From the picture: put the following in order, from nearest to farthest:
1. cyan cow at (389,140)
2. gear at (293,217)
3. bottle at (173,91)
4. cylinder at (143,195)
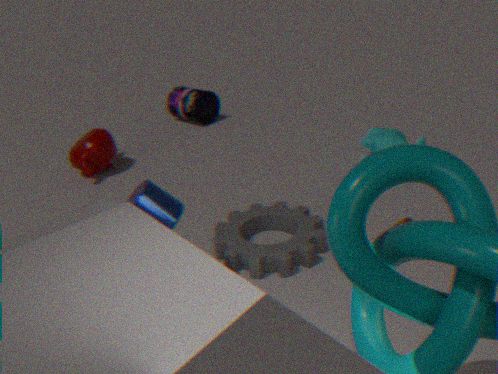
cylinder at (143,195) < gear at (293,217) < cyan cow at (389,140) < bottle at (173,91)
